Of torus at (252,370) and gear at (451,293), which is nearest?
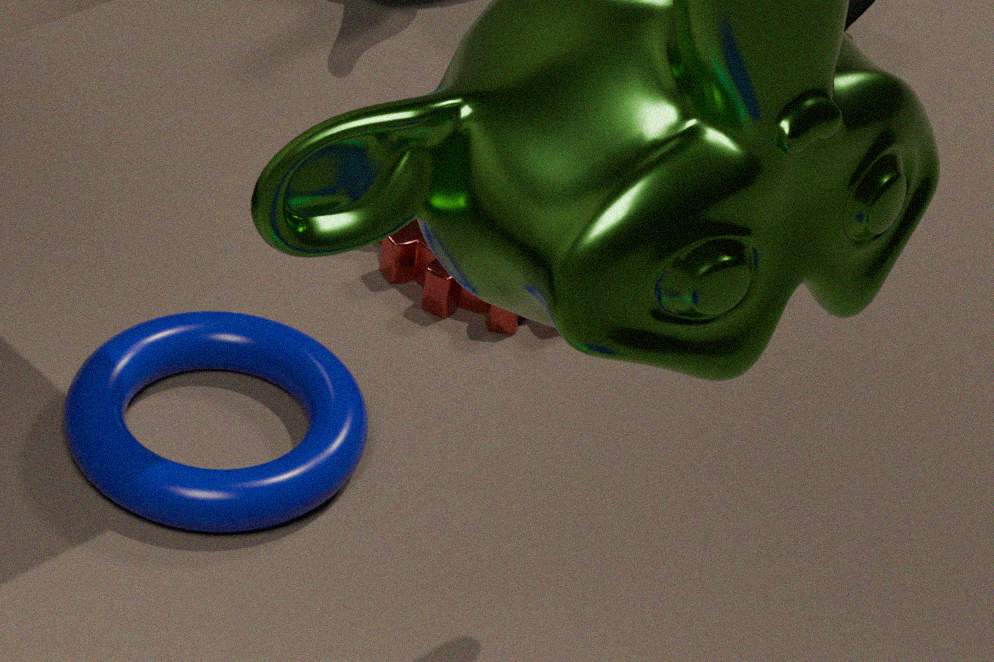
torus at (252,370)
